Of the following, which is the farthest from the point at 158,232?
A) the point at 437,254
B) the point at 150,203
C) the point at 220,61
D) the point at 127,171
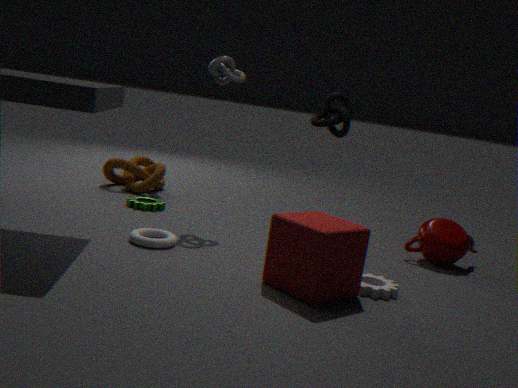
the point at 437,254
